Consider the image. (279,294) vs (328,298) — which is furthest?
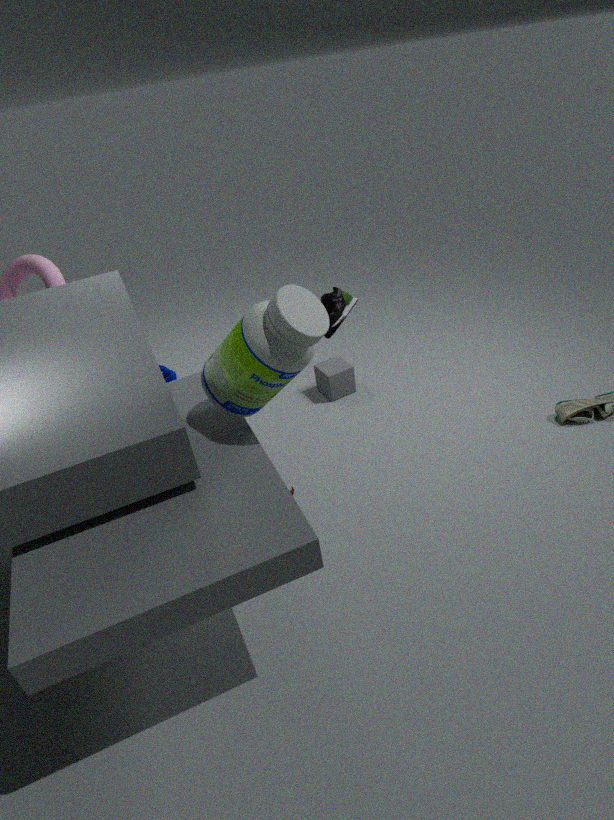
(328,298)
